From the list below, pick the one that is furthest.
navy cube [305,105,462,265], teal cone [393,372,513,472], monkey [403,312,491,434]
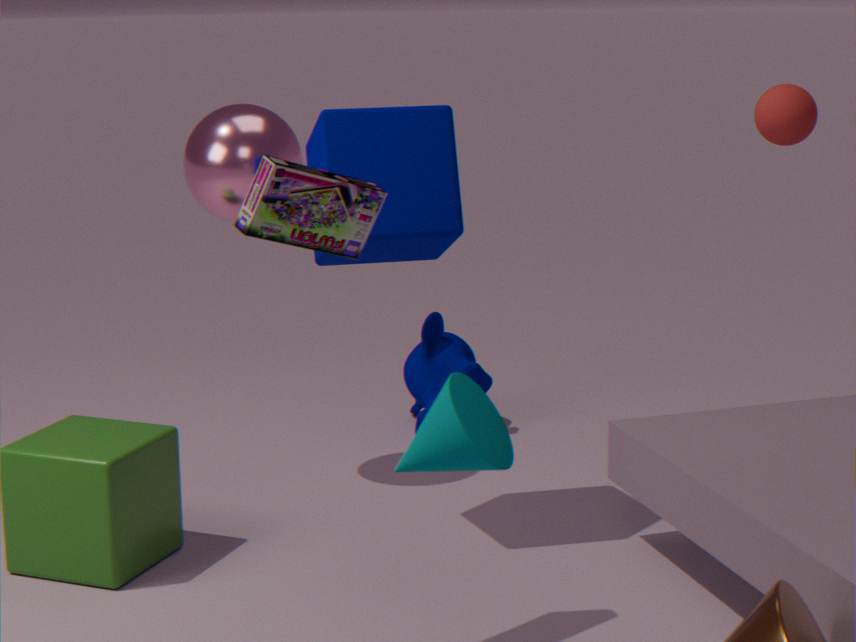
monkey [403,312,491,434]
